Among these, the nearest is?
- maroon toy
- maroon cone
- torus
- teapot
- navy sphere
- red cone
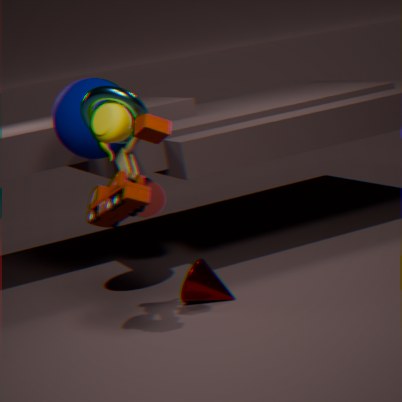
maroon toy
